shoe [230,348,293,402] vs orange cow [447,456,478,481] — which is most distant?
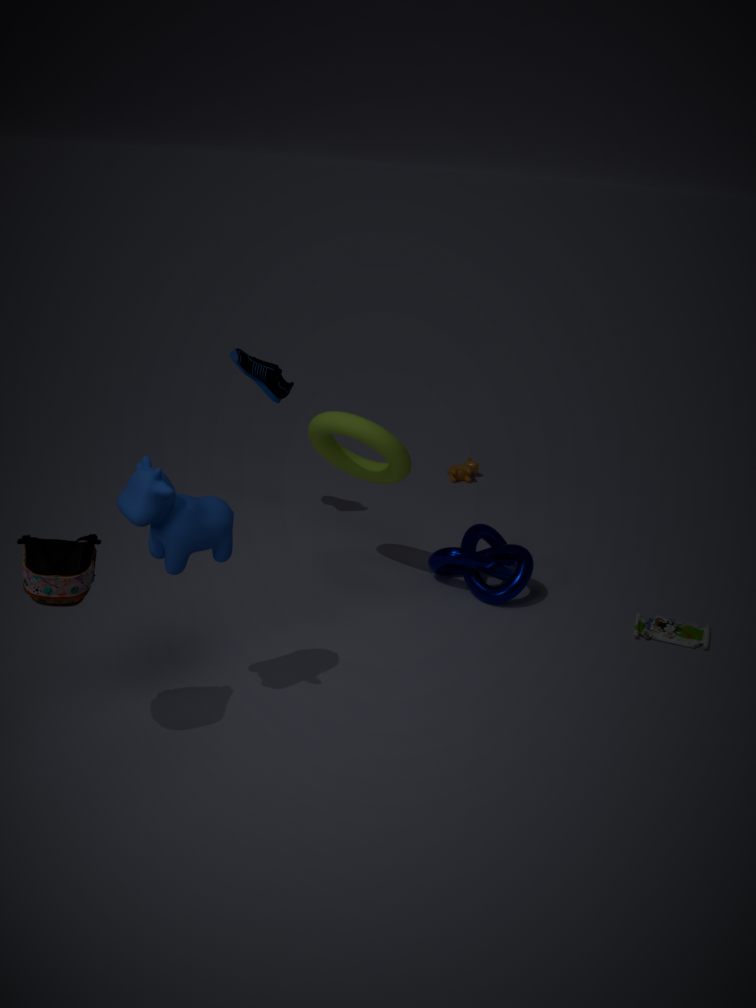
orange cow [447,456,478,481]
